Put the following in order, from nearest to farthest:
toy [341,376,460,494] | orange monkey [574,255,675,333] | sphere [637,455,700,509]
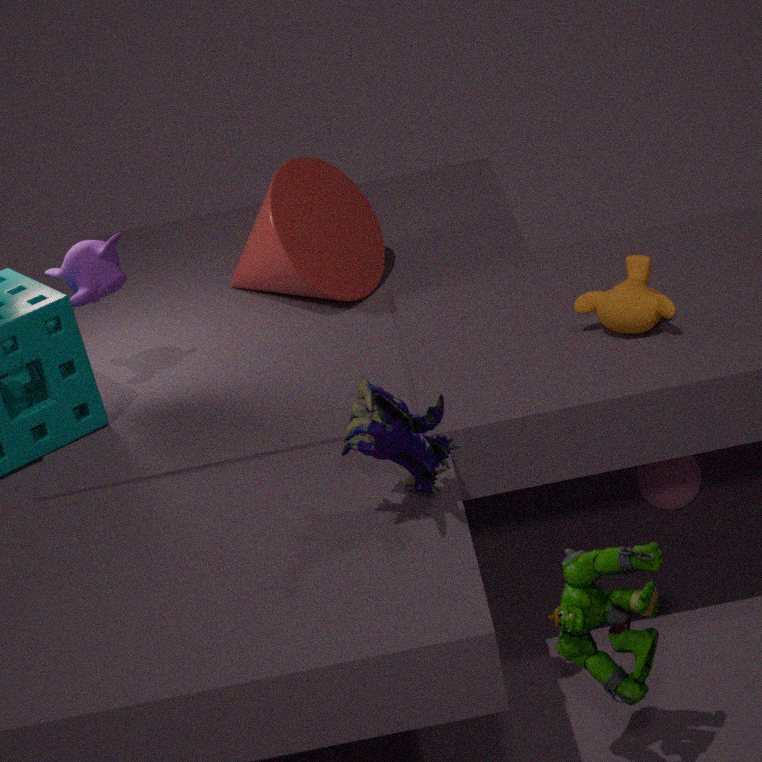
toy [341,376,460,494]
orange monkey [574,255,675,333]
sphere [637,455,700,509]
